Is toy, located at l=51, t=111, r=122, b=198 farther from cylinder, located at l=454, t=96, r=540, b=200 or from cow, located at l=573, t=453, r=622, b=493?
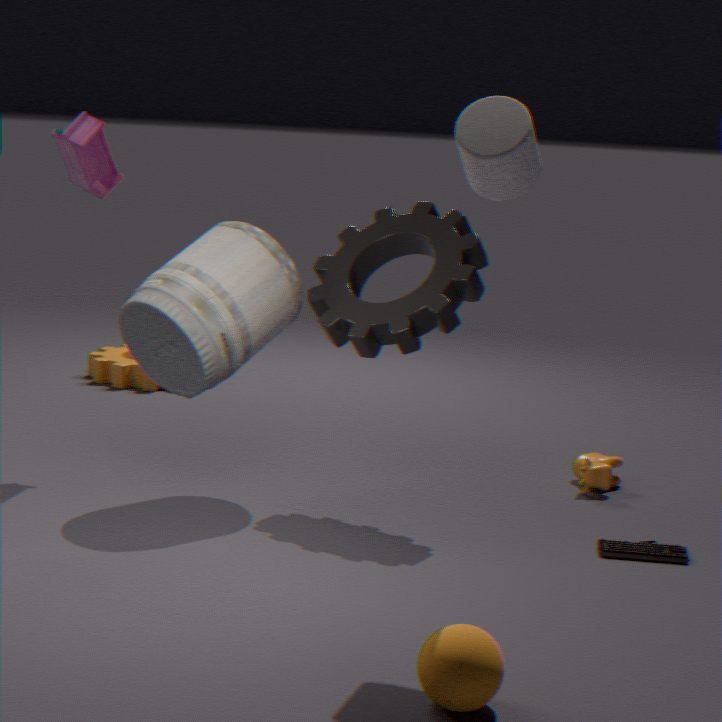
cow, located at l=573, t=453, r=622, b=493
